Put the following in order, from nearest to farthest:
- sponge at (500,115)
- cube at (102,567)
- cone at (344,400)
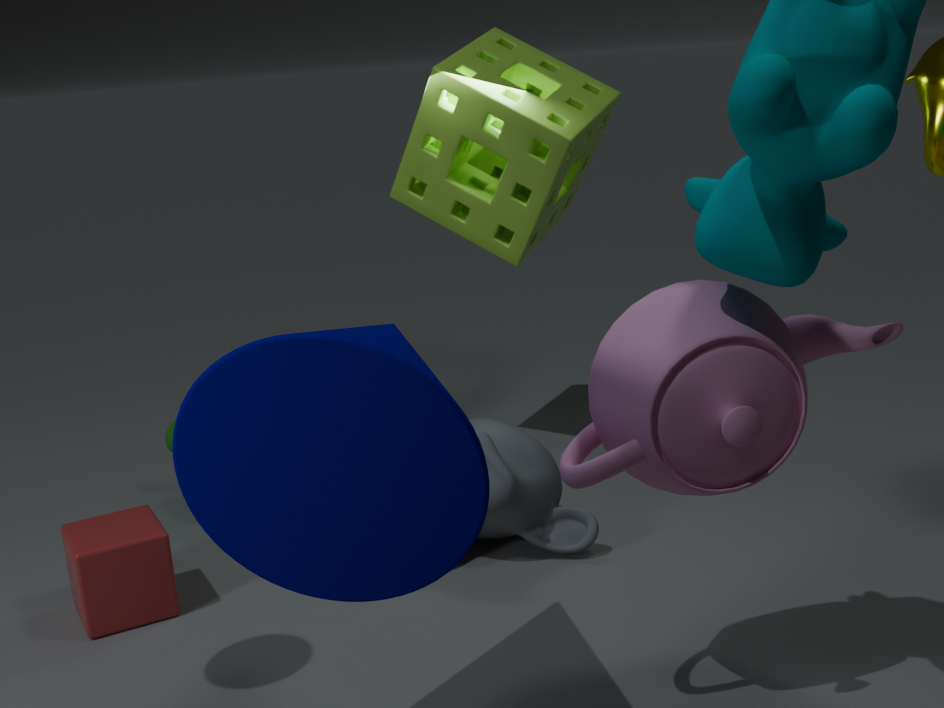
cone at (344,400)
cube at (102,567)
sponge at (500,115)
